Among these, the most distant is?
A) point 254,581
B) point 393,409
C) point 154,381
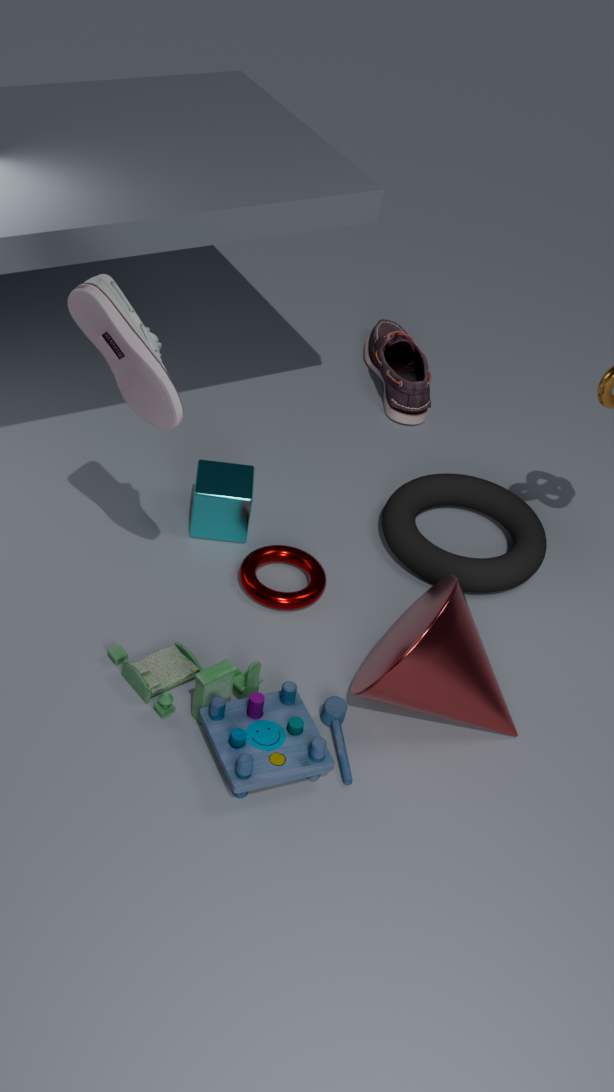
point 393,409
